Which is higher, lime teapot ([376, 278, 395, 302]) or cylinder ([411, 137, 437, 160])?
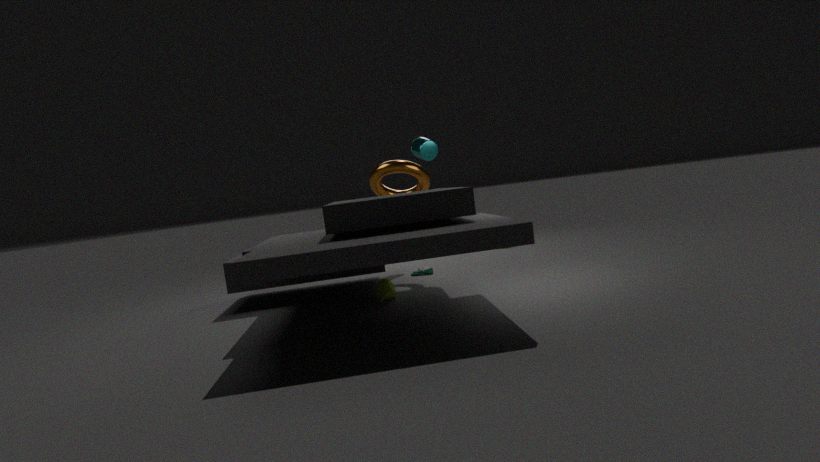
cylinder ([411, 137, 437, 160])
